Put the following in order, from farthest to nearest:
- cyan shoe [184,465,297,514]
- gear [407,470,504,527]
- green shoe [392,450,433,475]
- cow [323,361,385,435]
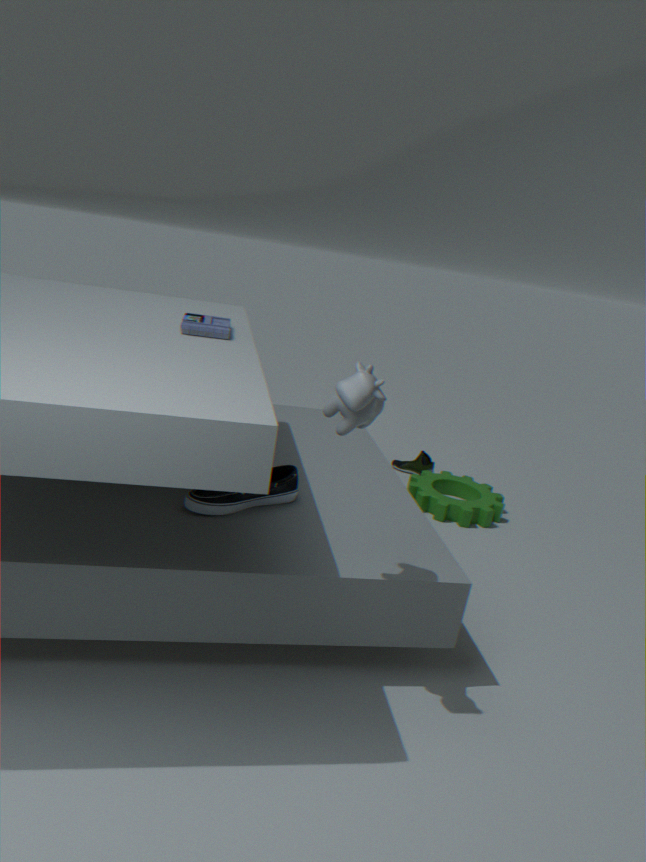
green shoe [392,450,433,475], gear [407,470,504,527], cyan shoe [184,465,297,514], cow [323,361,385,435]
